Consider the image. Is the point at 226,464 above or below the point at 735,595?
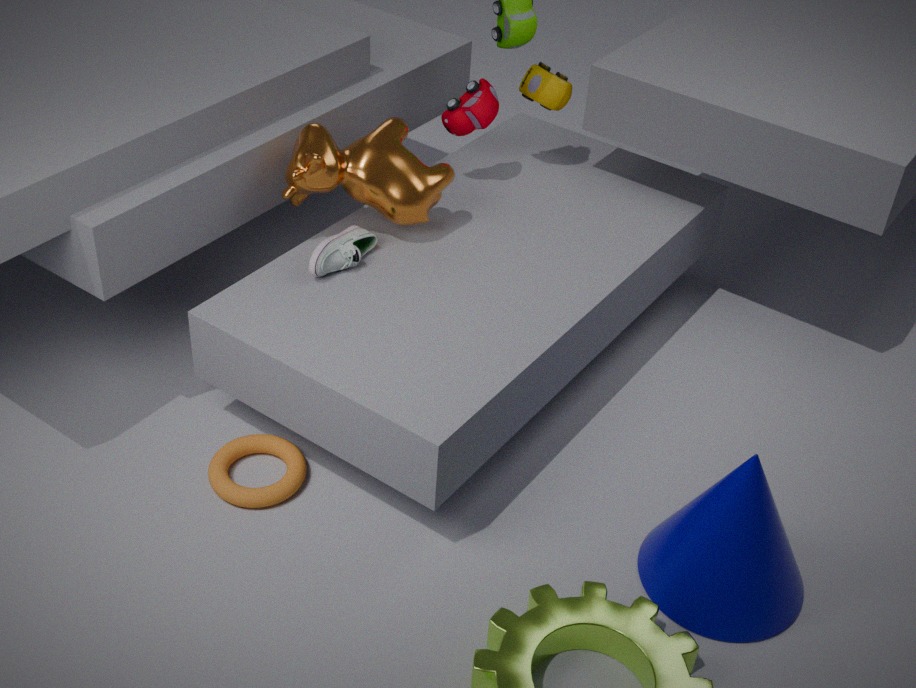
below
